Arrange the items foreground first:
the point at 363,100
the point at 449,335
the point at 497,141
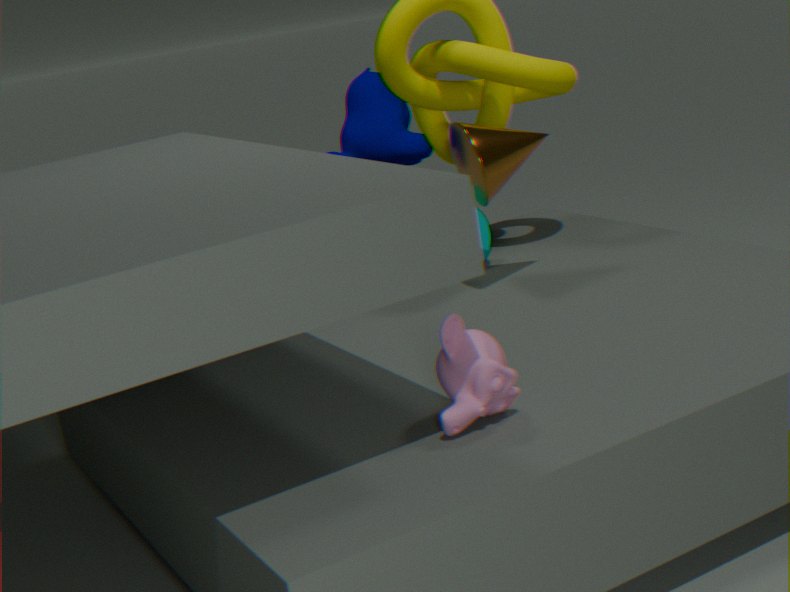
the point at 449,335, the point at 497,141, the point at 363,100
